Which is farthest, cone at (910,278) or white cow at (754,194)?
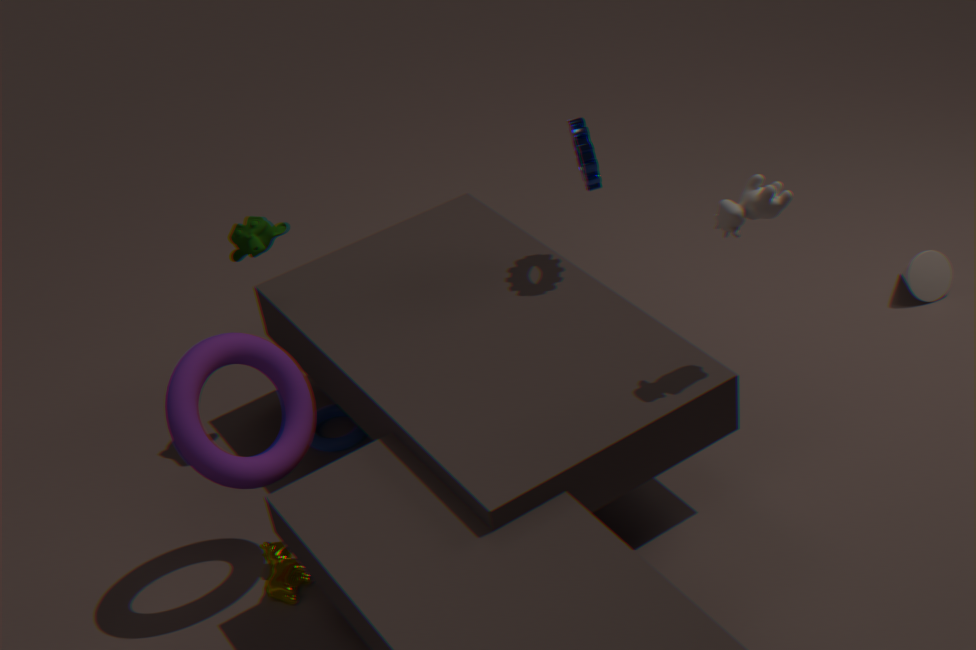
cone at (910,278)
